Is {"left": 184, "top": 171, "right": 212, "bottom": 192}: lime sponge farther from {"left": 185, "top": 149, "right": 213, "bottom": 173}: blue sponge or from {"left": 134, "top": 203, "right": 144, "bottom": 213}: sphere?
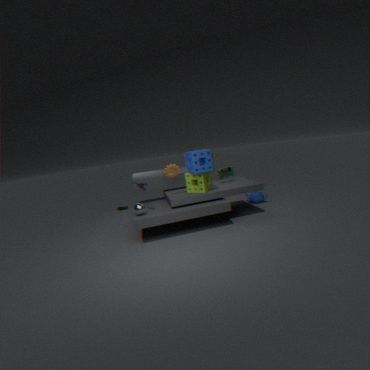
{"left": 134, "top": 203, "right": 144, "bottom": 213}: sphere
